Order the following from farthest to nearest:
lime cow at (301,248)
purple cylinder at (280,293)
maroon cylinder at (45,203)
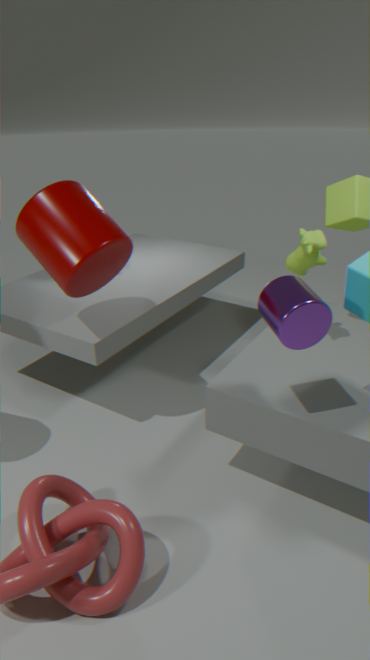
1. lime cow at (301,248)
2. maroon cylinder at (45,203)
3. purple cylinder at (280,293)
